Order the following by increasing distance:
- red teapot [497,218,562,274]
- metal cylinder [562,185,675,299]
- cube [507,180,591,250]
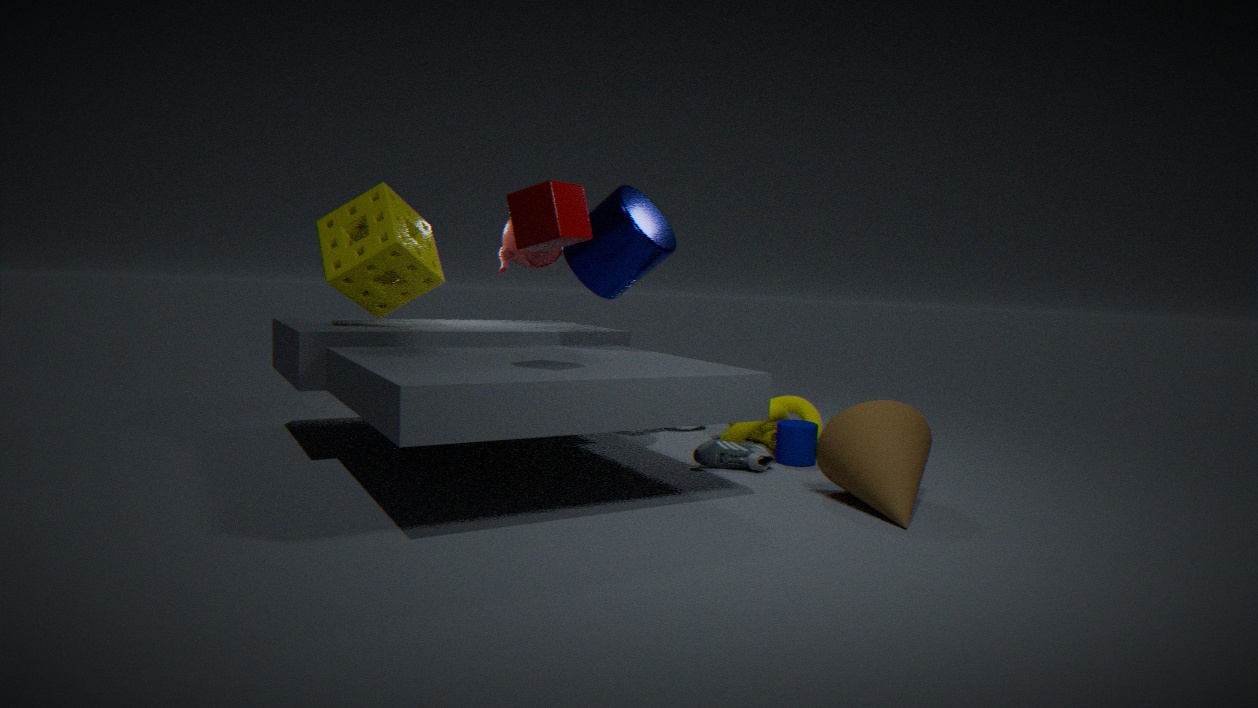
cube [507,180,591,250], metal cylinder [562,185,675,299], red teapot [497,218,562,274]
